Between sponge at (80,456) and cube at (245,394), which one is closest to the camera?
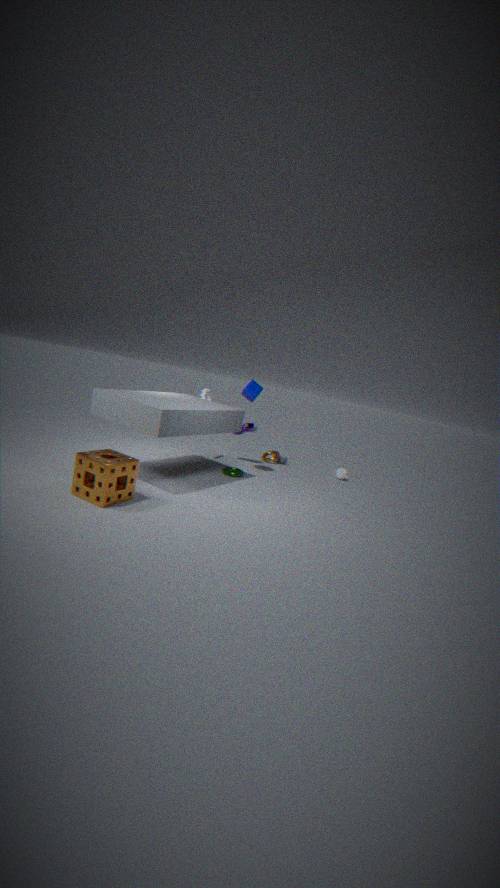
sponge at (80,456)
